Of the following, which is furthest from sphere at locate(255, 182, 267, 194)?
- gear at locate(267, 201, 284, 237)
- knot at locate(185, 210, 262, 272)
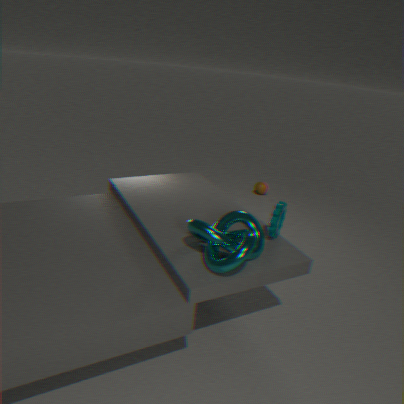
knot at locate(185, 210, 262, 272)
